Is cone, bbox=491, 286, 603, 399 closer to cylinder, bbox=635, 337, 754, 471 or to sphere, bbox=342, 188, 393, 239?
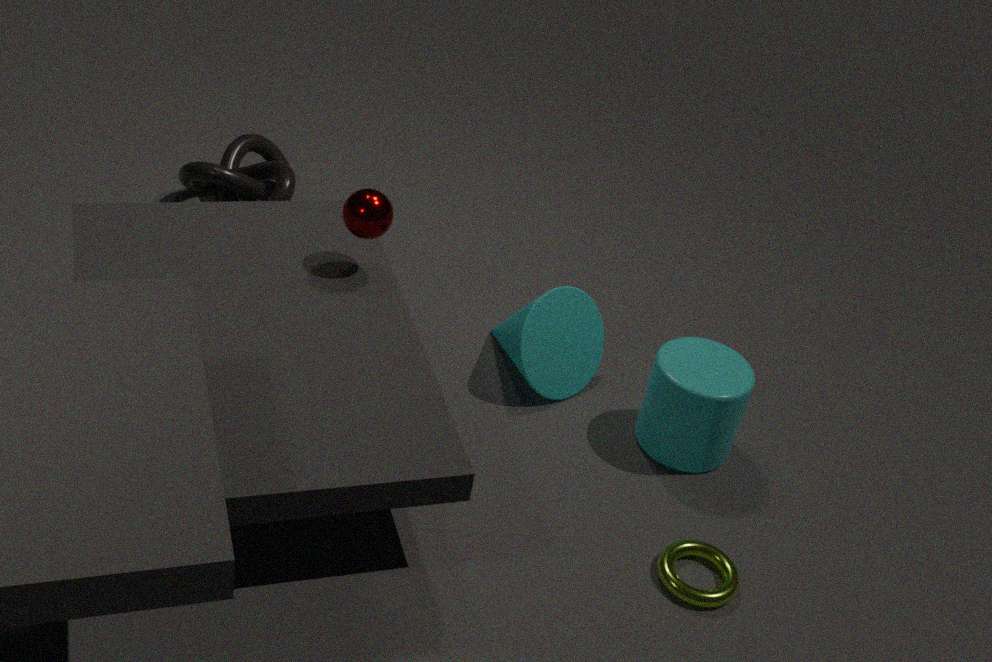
cylinder, bbox=635, 337, 754, 471
